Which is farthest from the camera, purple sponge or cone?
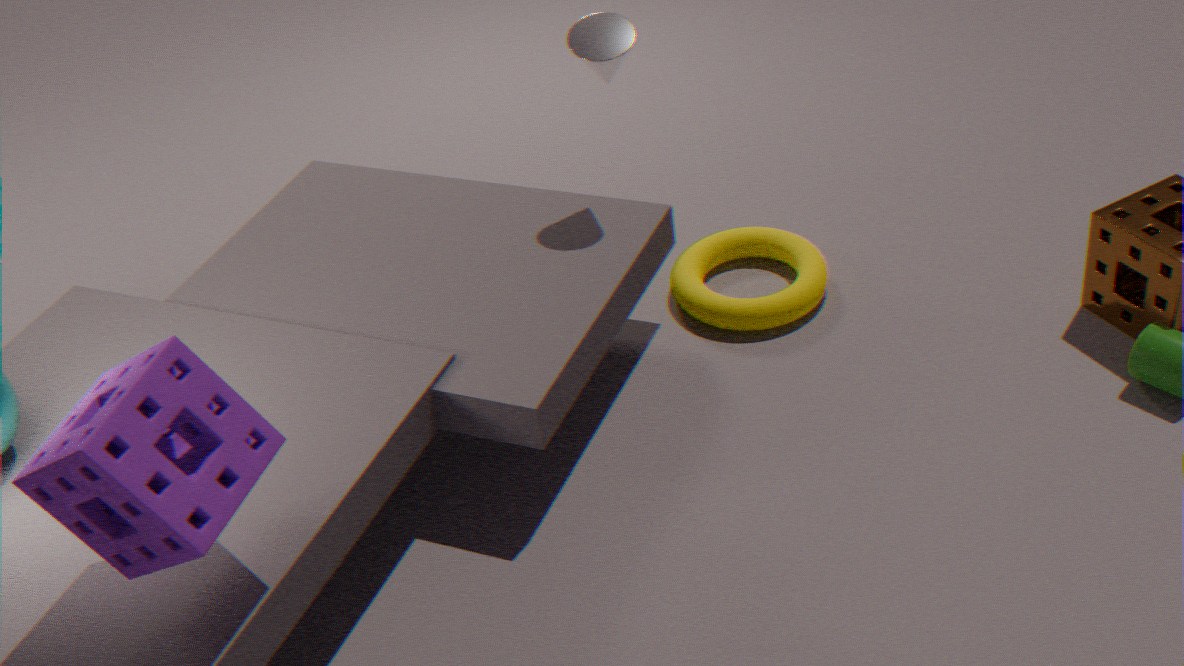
cone
